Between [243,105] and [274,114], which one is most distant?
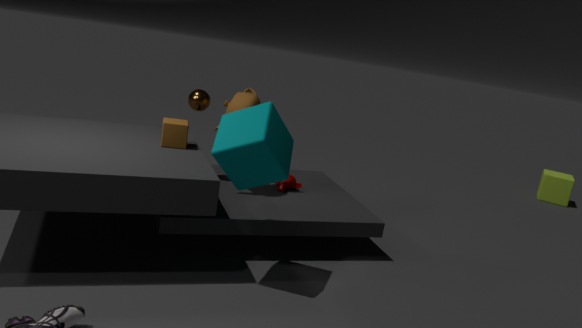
[243,105]
